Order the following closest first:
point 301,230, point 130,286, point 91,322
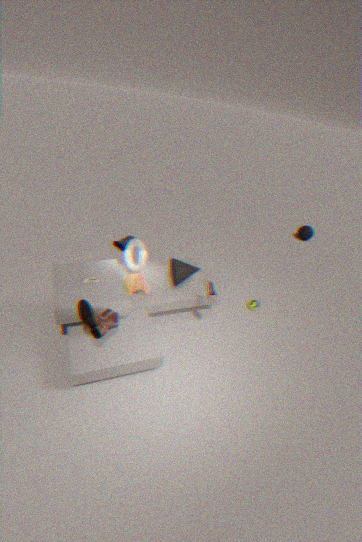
point 91,322 → point 130,286 → point 301,230
